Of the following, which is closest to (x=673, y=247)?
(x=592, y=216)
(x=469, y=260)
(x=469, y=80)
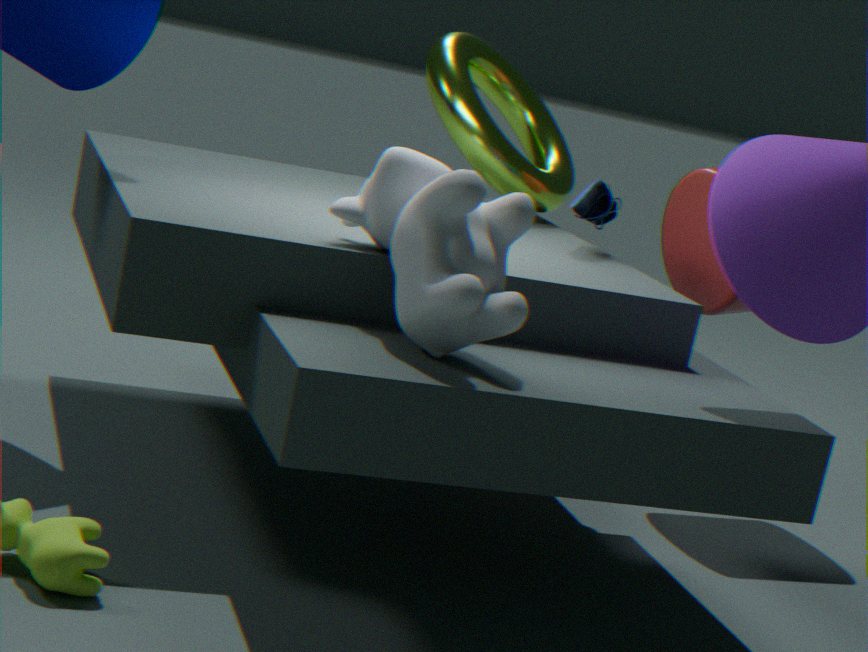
(x=592, y=216)
